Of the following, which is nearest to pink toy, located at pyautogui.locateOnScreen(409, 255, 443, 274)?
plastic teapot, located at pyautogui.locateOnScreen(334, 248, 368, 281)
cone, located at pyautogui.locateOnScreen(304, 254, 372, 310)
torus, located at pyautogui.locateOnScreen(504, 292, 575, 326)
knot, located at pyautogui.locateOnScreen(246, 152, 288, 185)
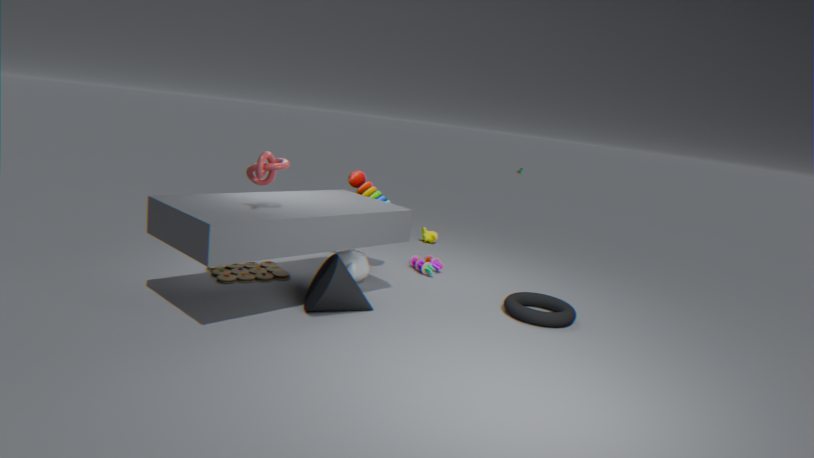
plastic teapot, located at pyautogui.locateOnScreen(334, 248, 368, 281)
